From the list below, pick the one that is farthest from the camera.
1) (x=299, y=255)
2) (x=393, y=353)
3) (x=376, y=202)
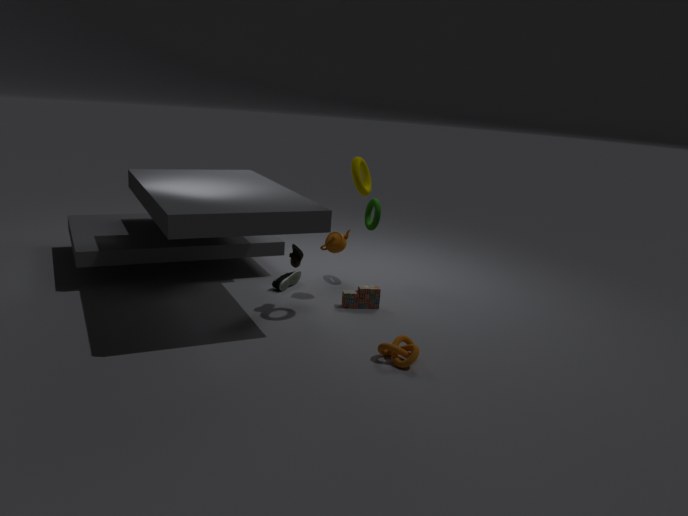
3. (x=376, y=202)
